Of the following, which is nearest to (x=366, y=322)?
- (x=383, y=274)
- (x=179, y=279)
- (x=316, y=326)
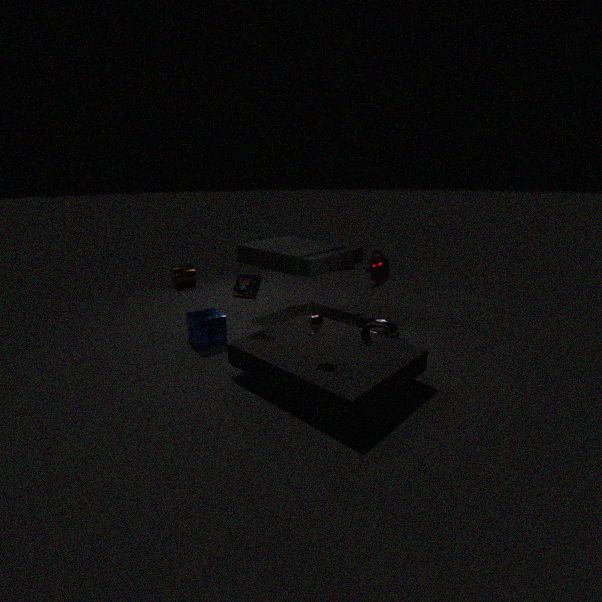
(x=383, y=274)
